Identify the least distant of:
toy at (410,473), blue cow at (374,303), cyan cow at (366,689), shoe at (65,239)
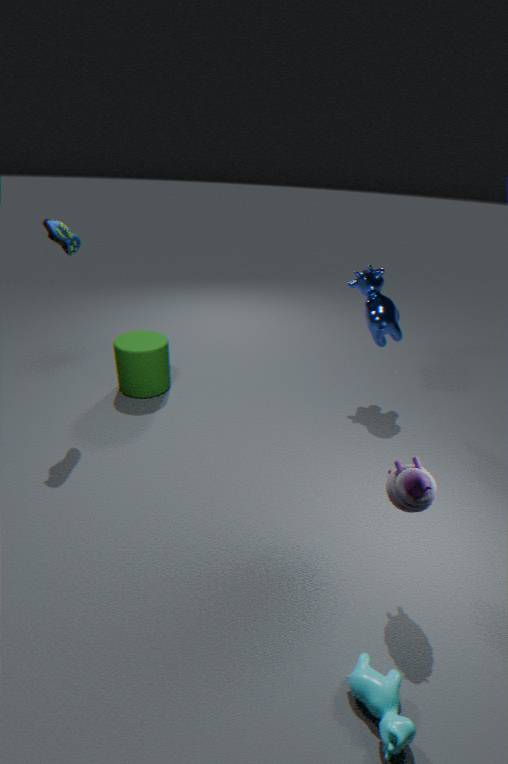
cyan cow at (366,689)
